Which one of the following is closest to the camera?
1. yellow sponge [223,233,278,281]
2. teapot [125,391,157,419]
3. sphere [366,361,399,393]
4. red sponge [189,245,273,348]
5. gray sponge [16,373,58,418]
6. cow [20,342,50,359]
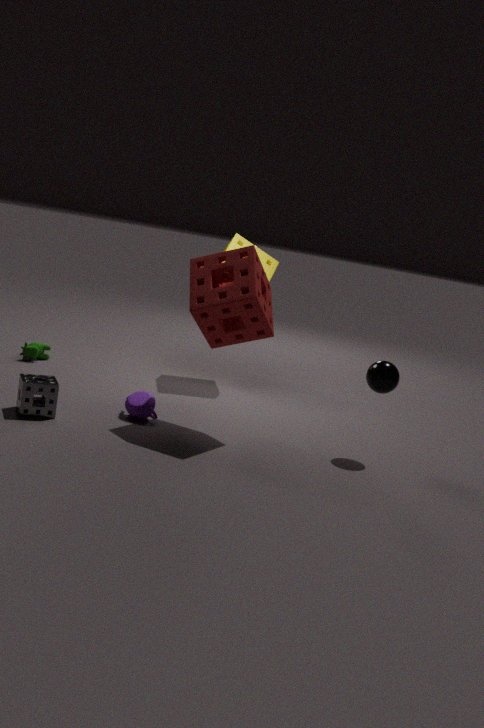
gray sponge [16,373,58,418]
